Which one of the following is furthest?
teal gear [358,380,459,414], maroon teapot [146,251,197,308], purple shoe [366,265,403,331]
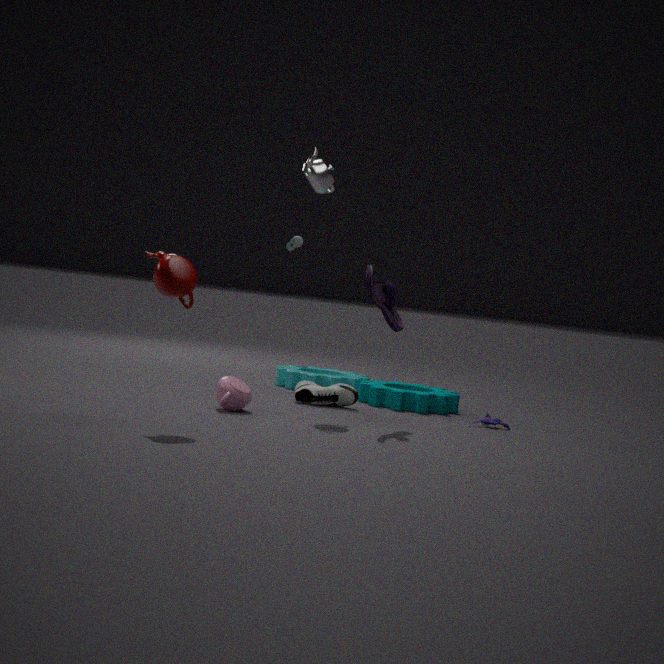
teal gear [358,380,459,414]
